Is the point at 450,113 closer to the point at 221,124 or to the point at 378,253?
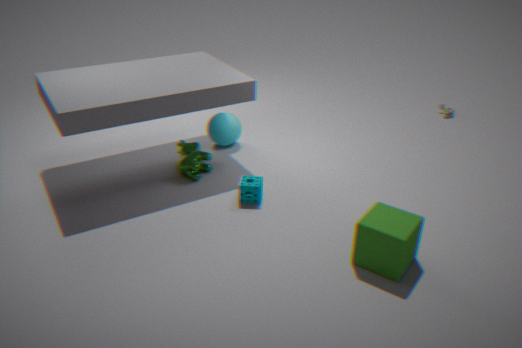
the point at 221,124
